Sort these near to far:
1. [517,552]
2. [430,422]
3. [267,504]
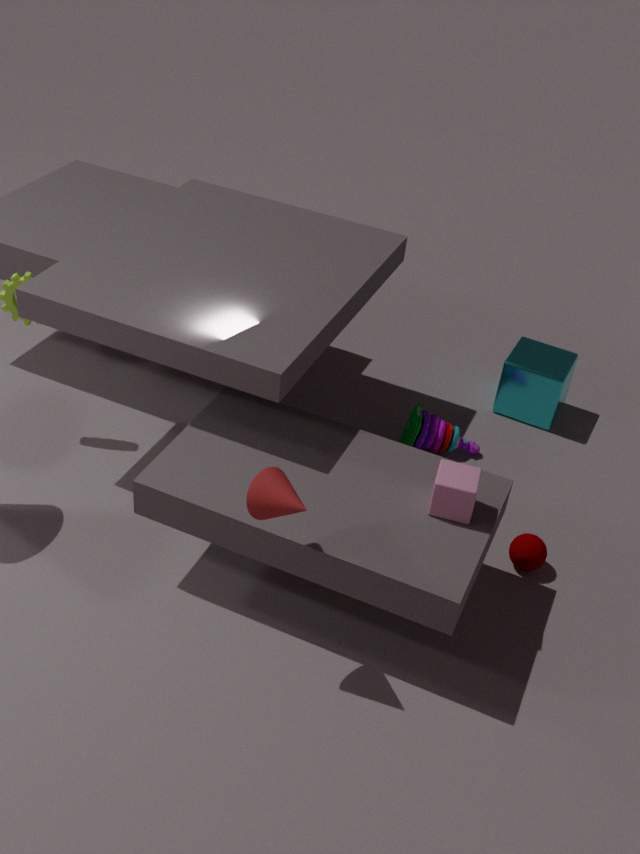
[267,504], [517,552], [430,422]
